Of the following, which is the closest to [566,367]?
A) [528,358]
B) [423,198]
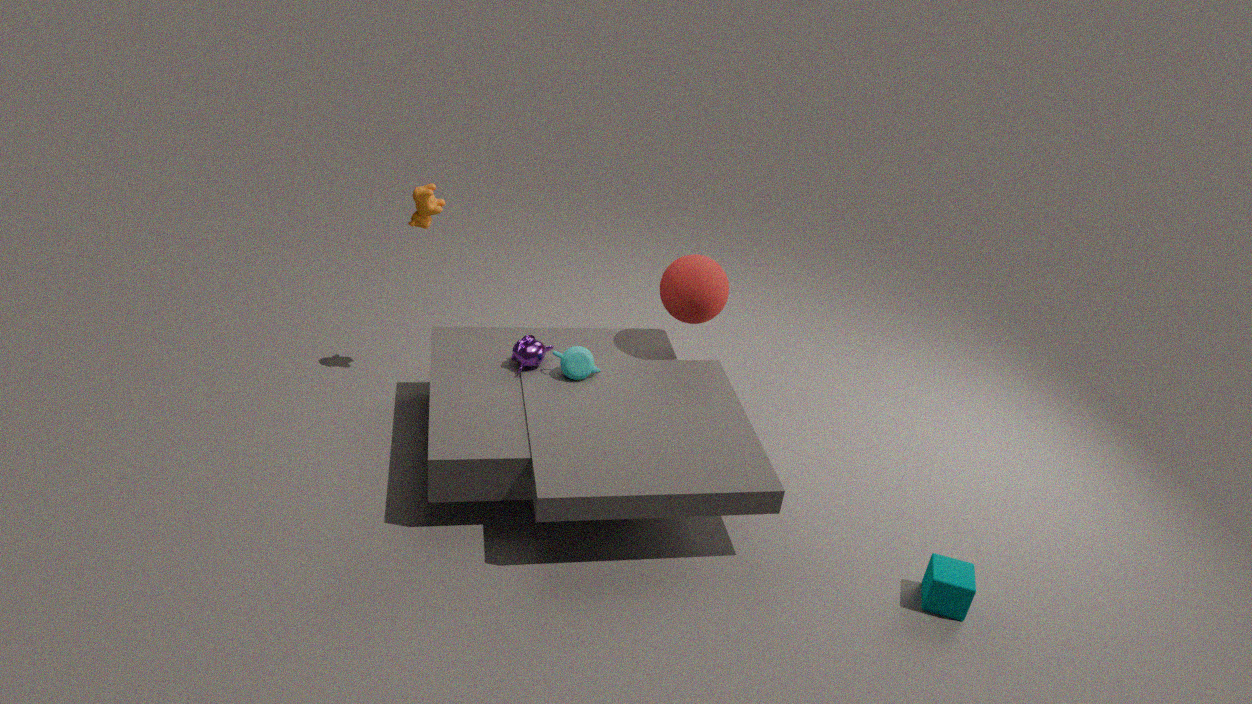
[528,358]
